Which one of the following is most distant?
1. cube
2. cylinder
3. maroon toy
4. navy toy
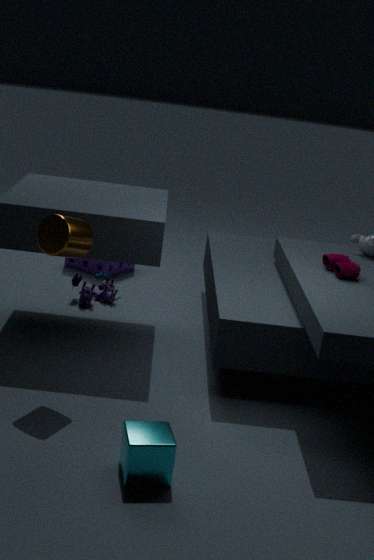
navy toy
